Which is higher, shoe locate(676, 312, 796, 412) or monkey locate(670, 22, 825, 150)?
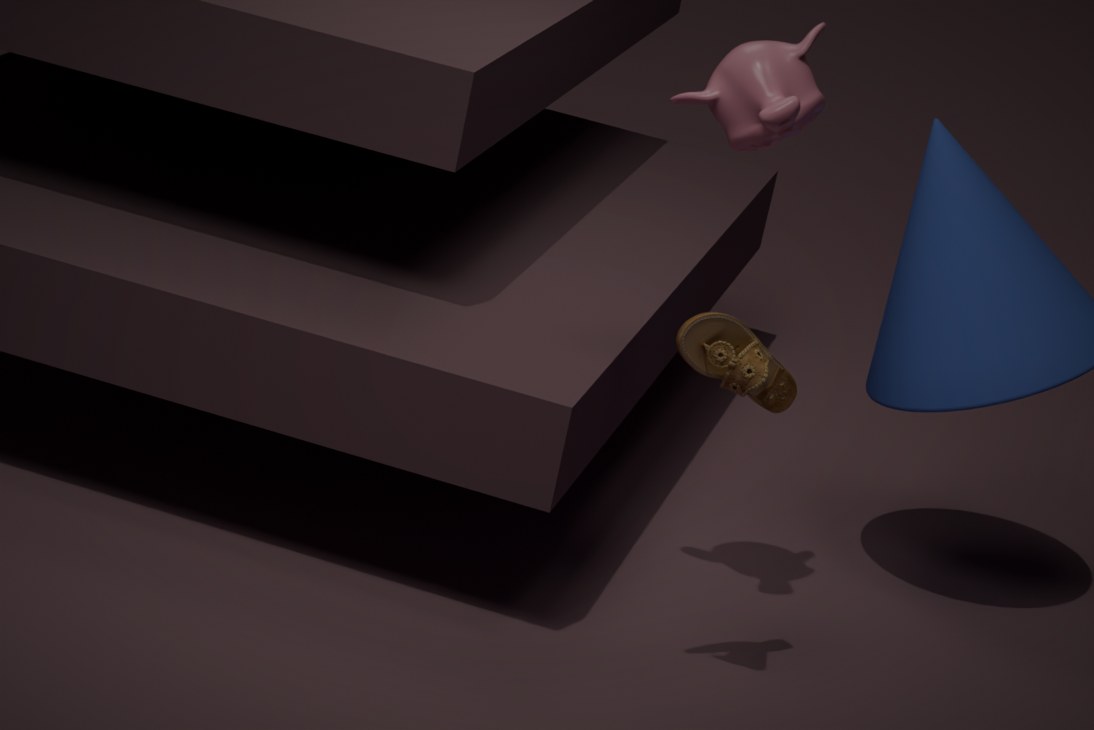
monkey locate(670, 22, 825, 150)
